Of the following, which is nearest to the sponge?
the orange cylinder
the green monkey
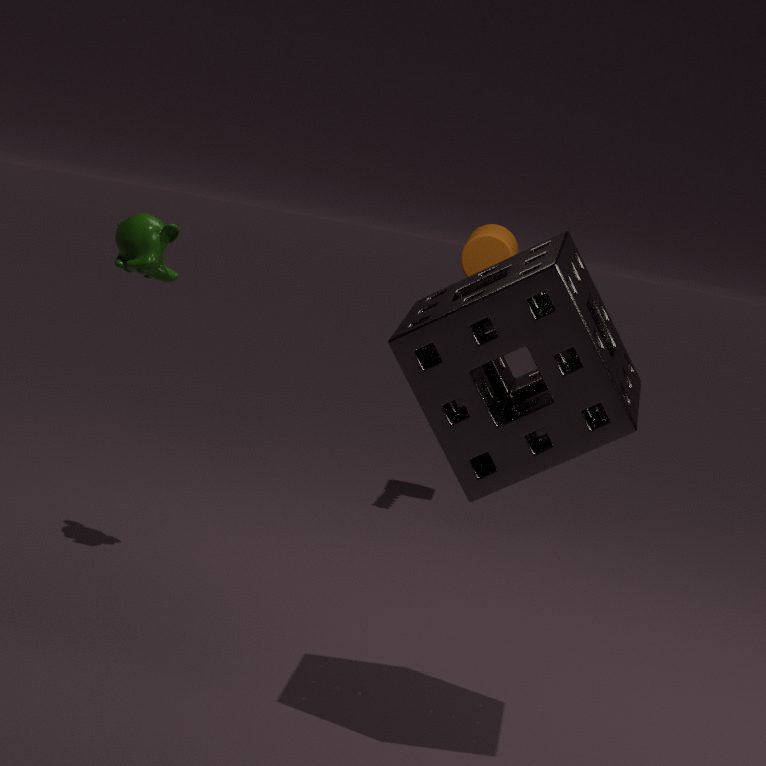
the green monkey
